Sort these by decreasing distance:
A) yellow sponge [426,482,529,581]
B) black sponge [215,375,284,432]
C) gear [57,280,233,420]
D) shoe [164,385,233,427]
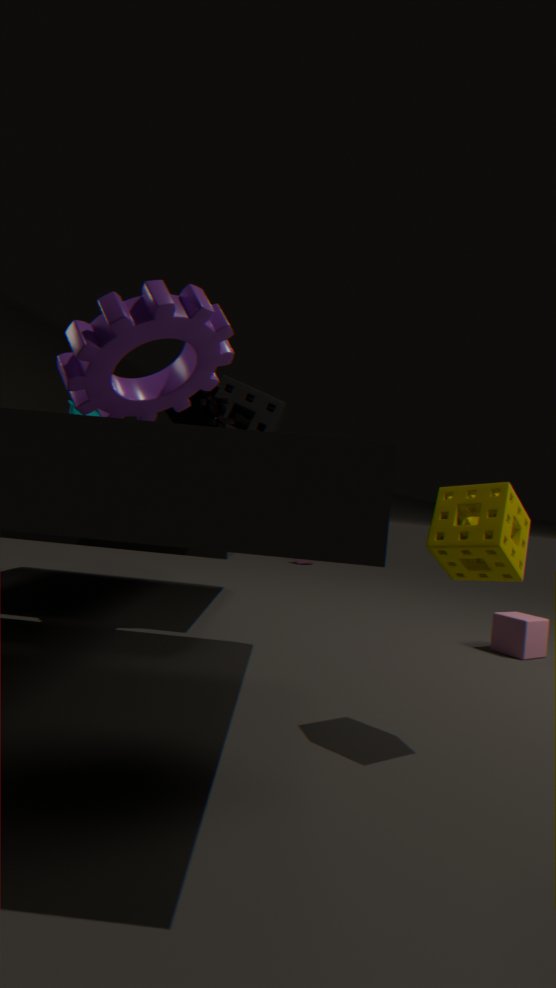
black sponge [215,375,284,432], shoe [164,385,233,427], gear [57,280,233,420], yellow sponge [426,482,529,581]
